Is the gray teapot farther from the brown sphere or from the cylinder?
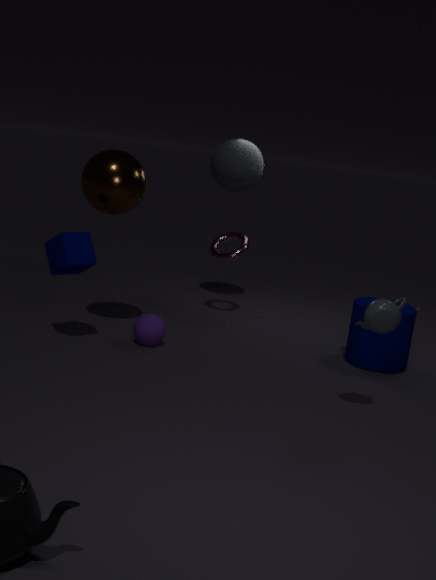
the brown sphere
